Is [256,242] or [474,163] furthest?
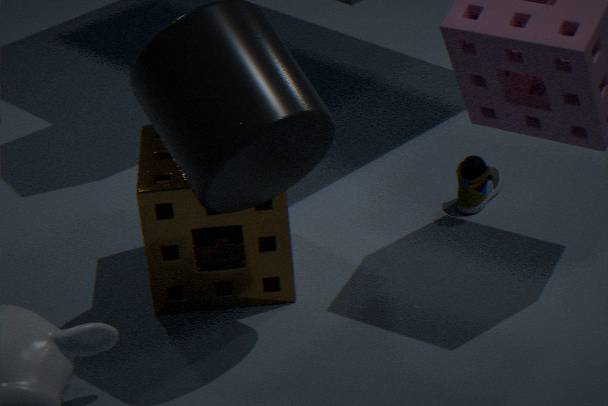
[474,163]
